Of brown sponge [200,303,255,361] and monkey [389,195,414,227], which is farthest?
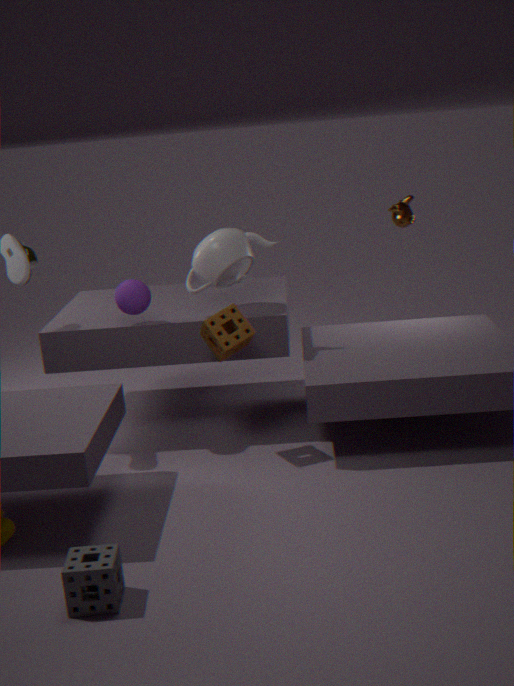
monkey [389,195,414,227]
